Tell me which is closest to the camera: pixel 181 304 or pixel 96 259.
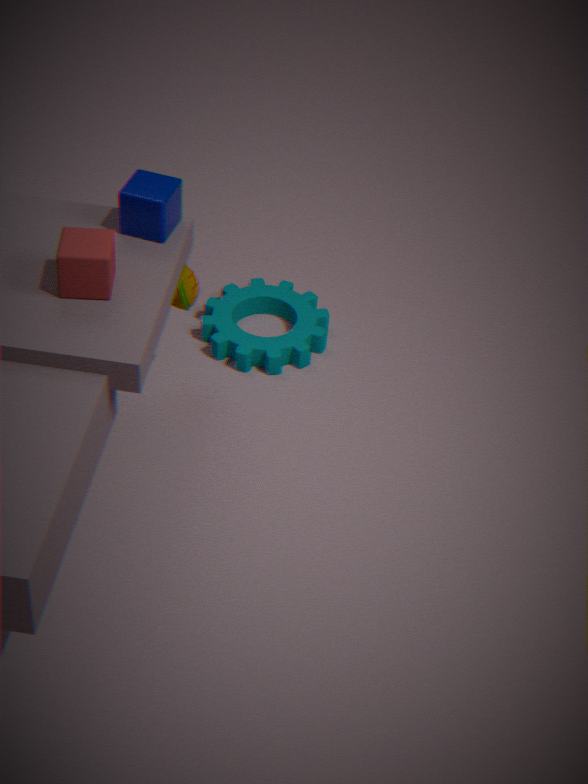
pixel 96 259
